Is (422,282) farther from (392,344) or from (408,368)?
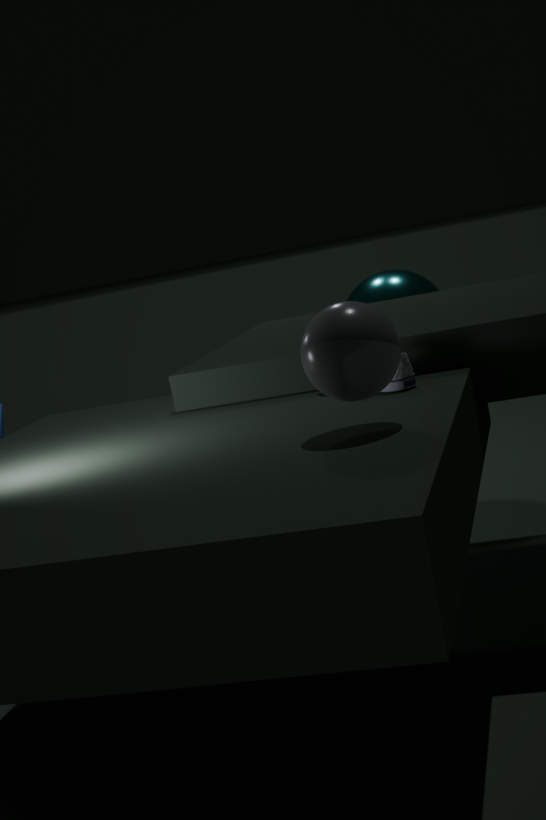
(392,344)
